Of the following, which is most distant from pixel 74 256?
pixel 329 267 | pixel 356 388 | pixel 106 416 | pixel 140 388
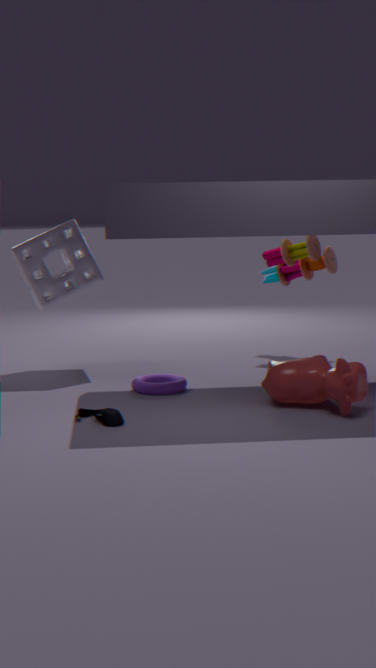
pixel 356 388
